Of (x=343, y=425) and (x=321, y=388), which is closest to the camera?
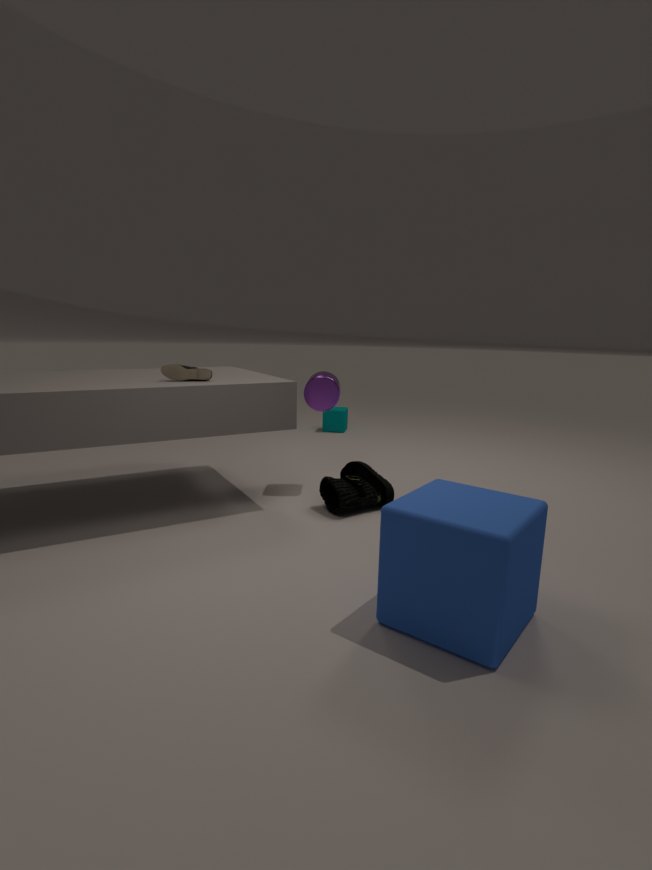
(x=321, y=388)
